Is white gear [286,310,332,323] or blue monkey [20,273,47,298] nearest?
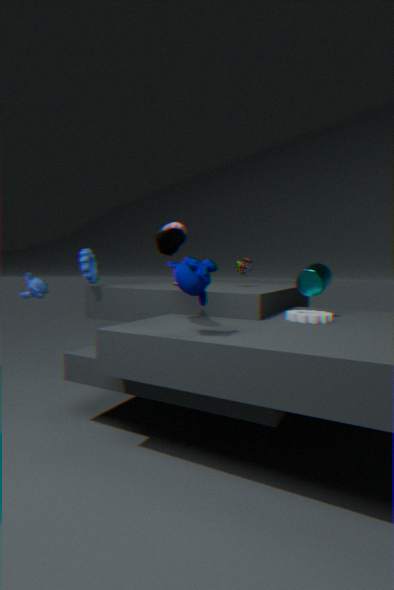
white gear [286,310,332,323]
